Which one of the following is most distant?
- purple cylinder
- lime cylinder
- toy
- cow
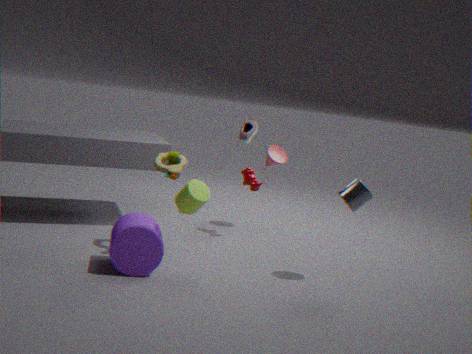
cow
